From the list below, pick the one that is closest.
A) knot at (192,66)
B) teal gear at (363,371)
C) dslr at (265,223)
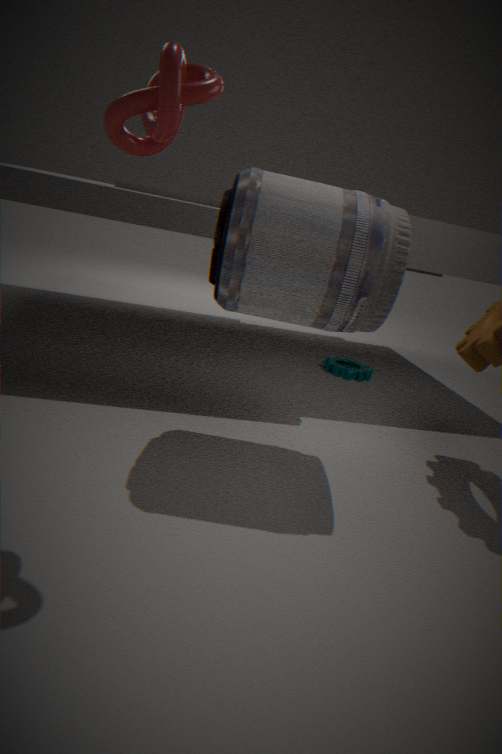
knot at (192,66)
